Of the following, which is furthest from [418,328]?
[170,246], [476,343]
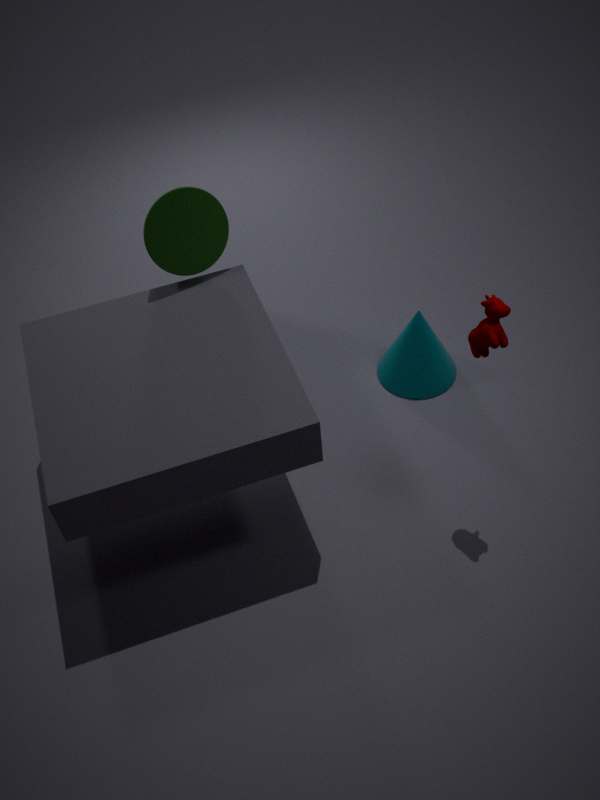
[170,246]
